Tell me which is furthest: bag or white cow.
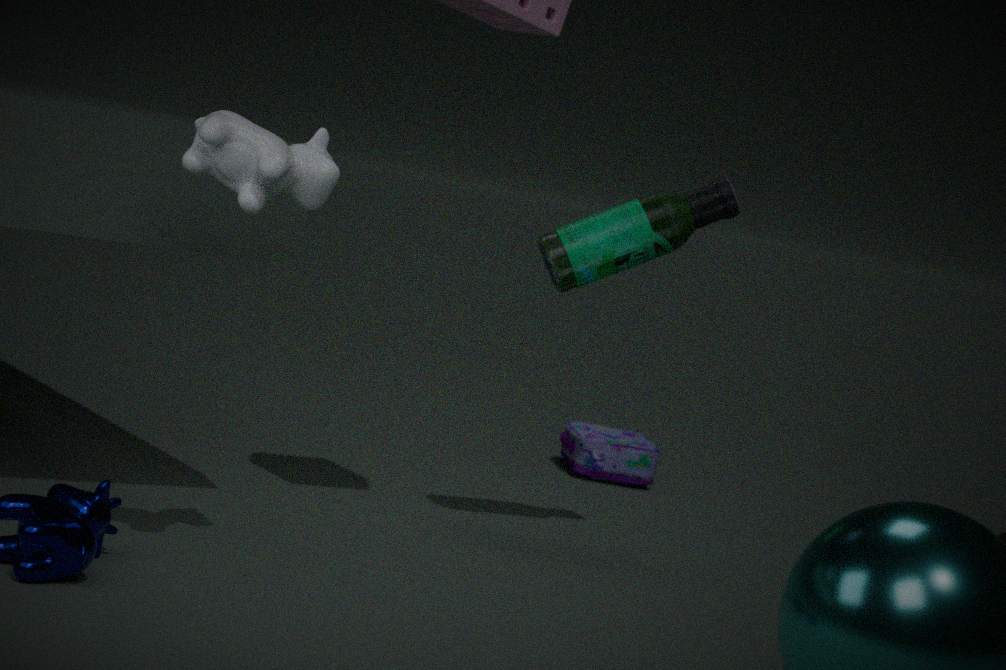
bag
